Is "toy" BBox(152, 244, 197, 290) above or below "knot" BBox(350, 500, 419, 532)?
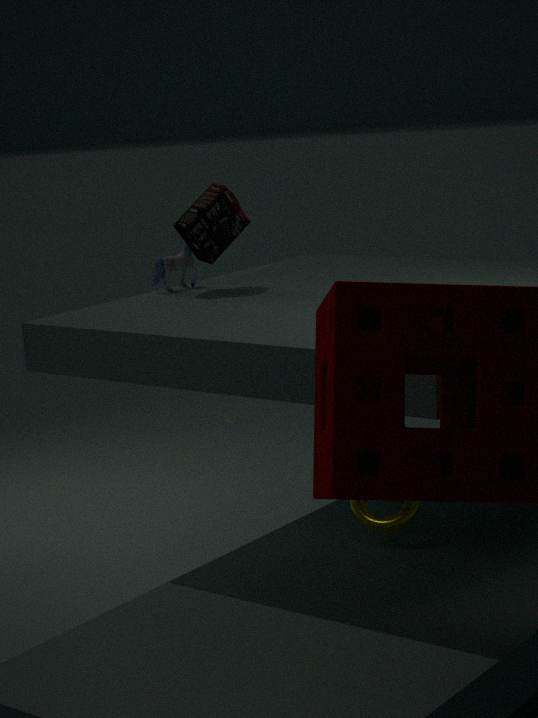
above
